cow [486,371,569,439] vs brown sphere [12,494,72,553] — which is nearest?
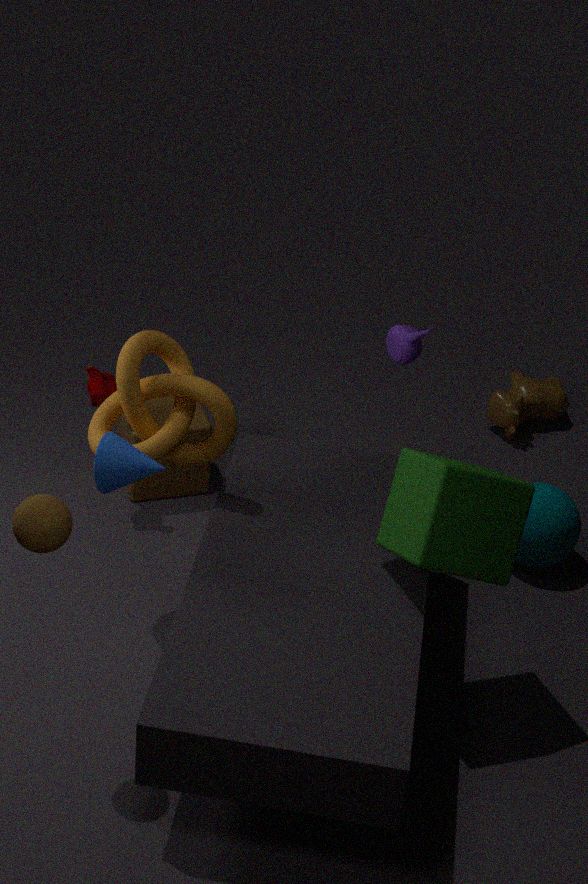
brown sphere [12,494,72,553]
